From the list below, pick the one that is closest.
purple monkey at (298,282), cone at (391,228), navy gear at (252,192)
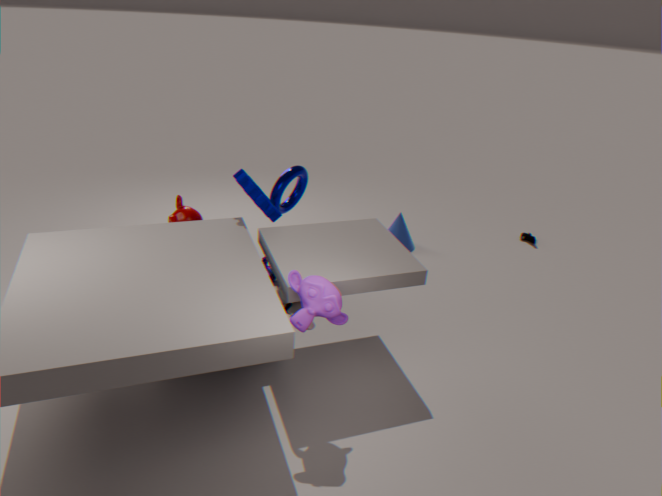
purple monkey at (298,282)
